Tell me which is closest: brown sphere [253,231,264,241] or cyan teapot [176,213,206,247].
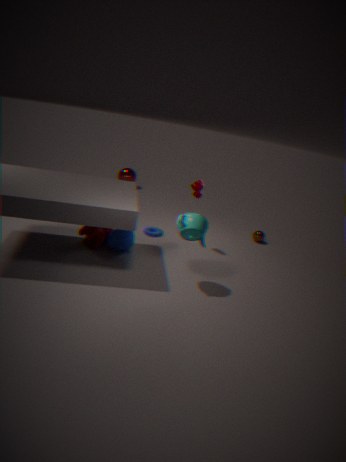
cyan teapot [176,213,206,247]
